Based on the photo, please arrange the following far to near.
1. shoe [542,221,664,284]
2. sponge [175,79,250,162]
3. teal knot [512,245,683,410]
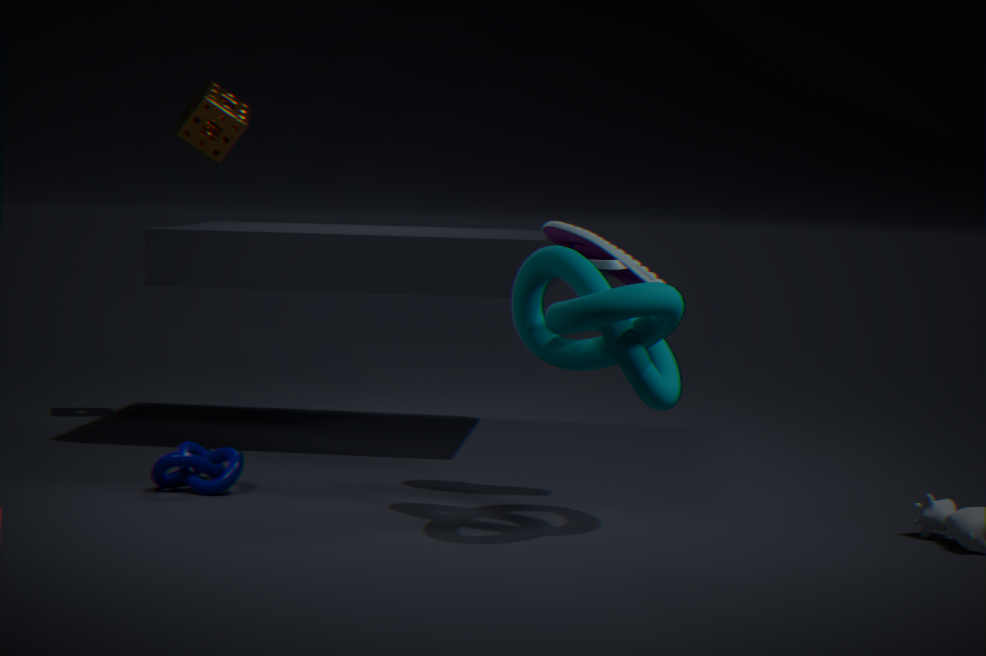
1. sponge [175,79,250,162]
2. shoe [542,221,664,284]
3. teal knot [512,245,683,410]
